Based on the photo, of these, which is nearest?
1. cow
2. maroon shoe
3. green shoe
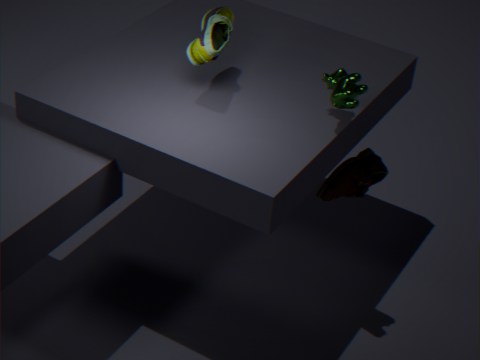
cow
